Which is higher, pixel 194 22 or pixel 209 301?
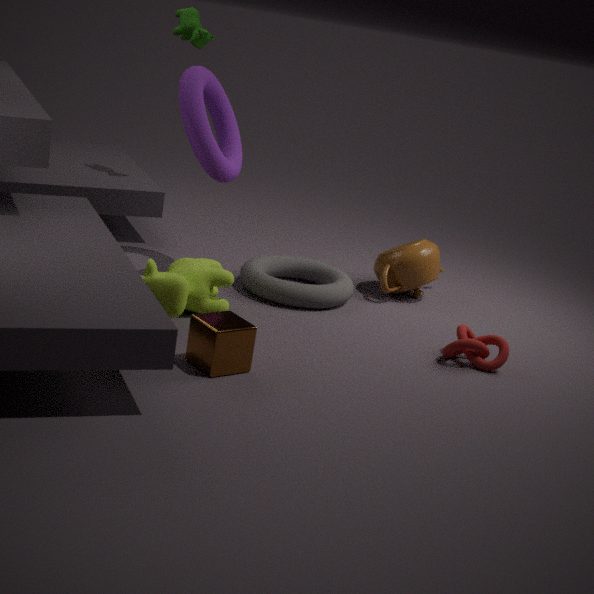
pixel 194 22
